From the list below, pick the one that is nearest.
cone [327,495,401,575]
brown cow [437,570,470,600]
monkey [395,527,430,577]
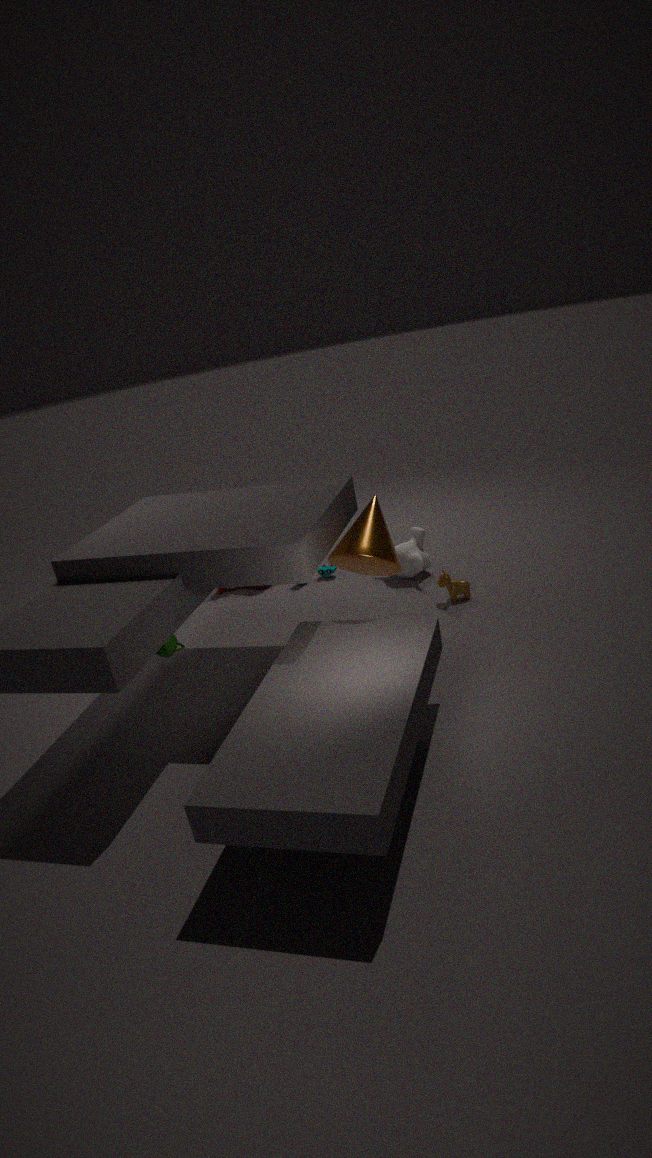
cone [327,495,401,575]
